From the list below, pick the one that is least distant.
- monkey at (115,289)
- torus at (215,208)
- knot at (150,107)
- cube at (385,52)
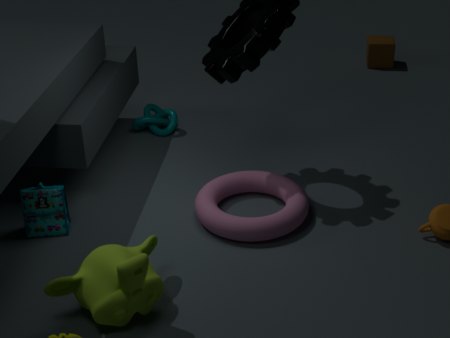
monkey at (115,289)
